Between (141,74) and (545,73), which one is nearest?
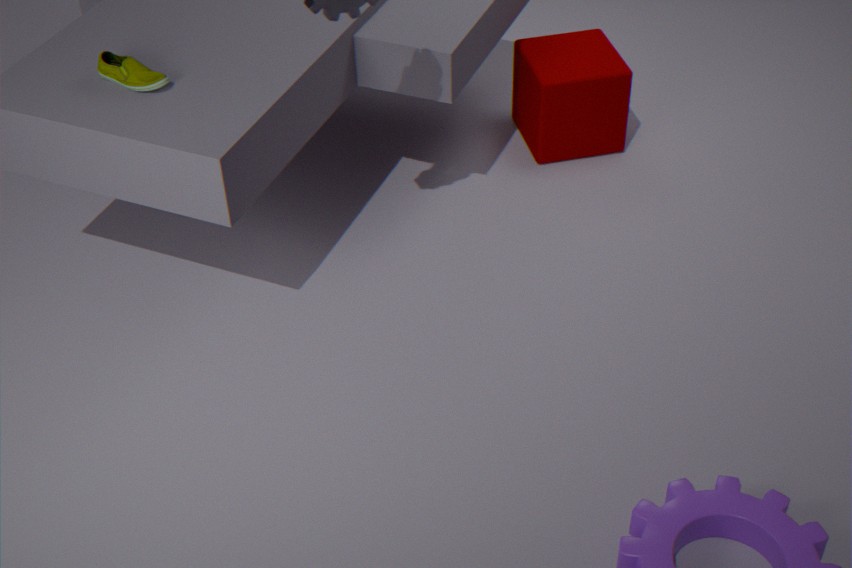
(141,74)
